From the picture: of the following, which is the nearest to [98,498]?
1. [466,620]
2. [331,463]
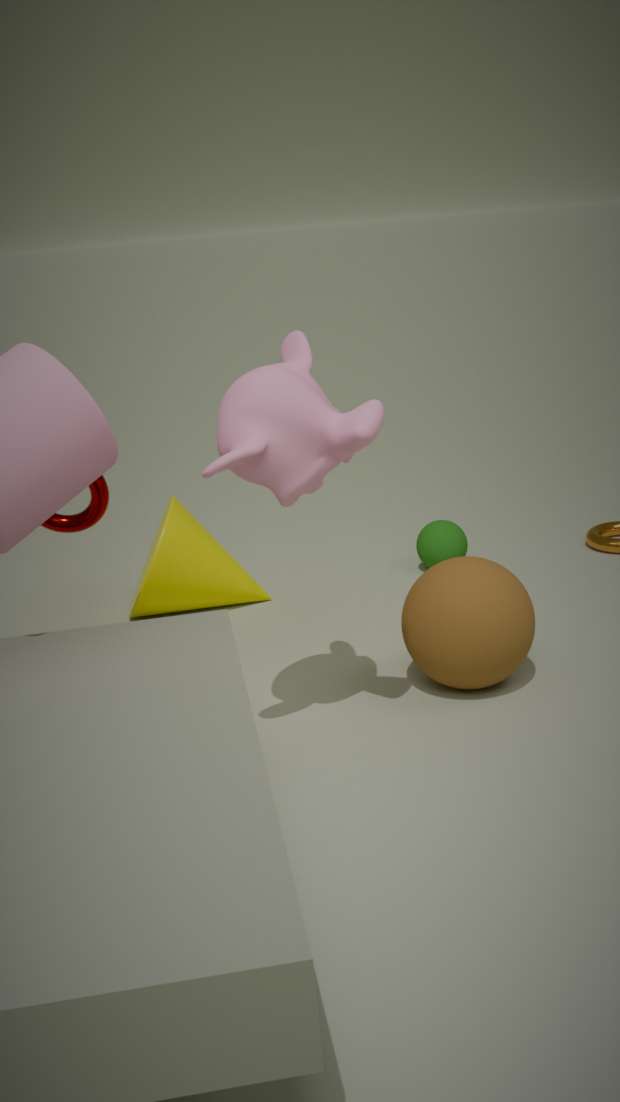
[331,463]
